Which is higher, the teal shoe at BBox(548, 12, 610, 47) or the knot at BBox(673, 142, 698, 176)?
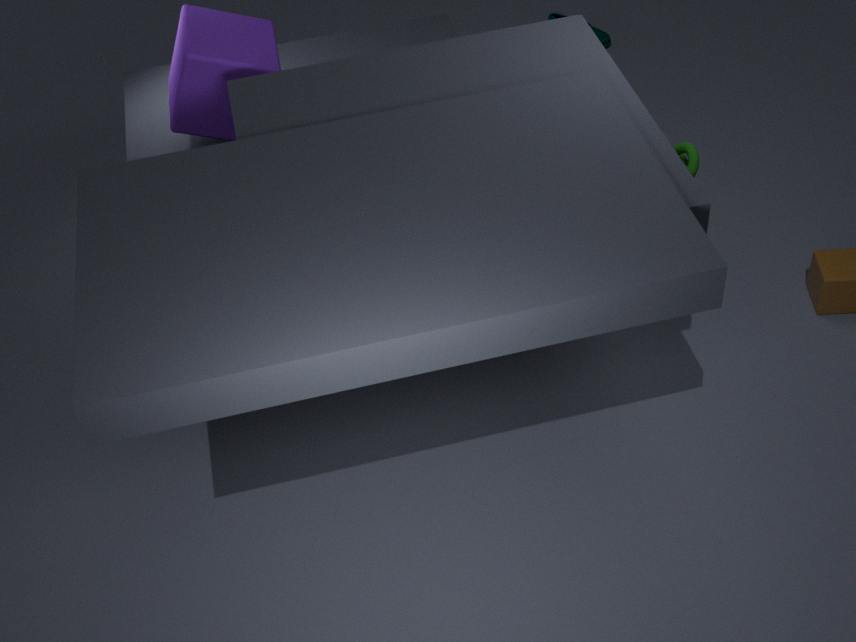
the knot at BBox(673, 142, 698, 176)
